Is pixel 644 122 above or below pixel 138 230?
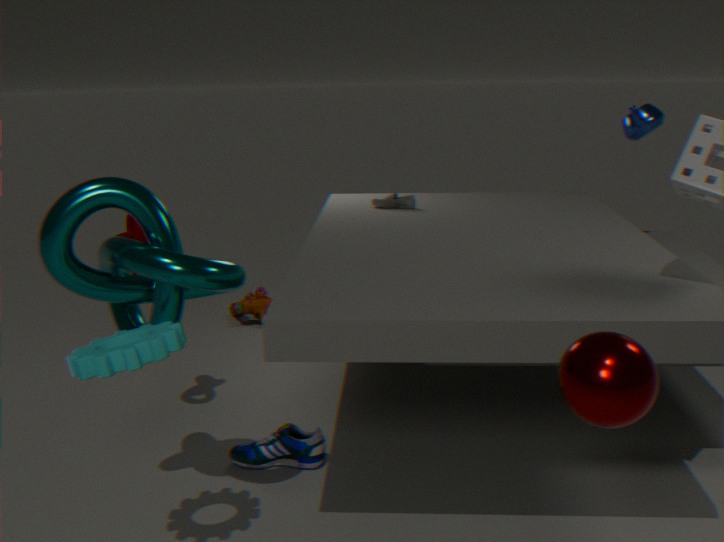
above
